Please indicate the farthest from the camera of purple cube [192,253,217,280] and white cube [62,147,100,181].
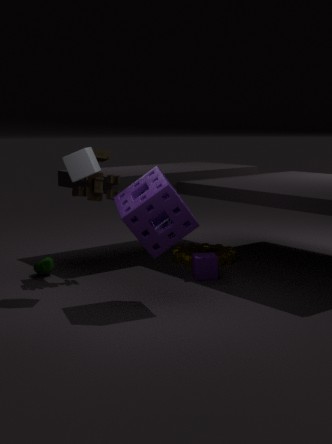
purple cube [192,253,217,280]
